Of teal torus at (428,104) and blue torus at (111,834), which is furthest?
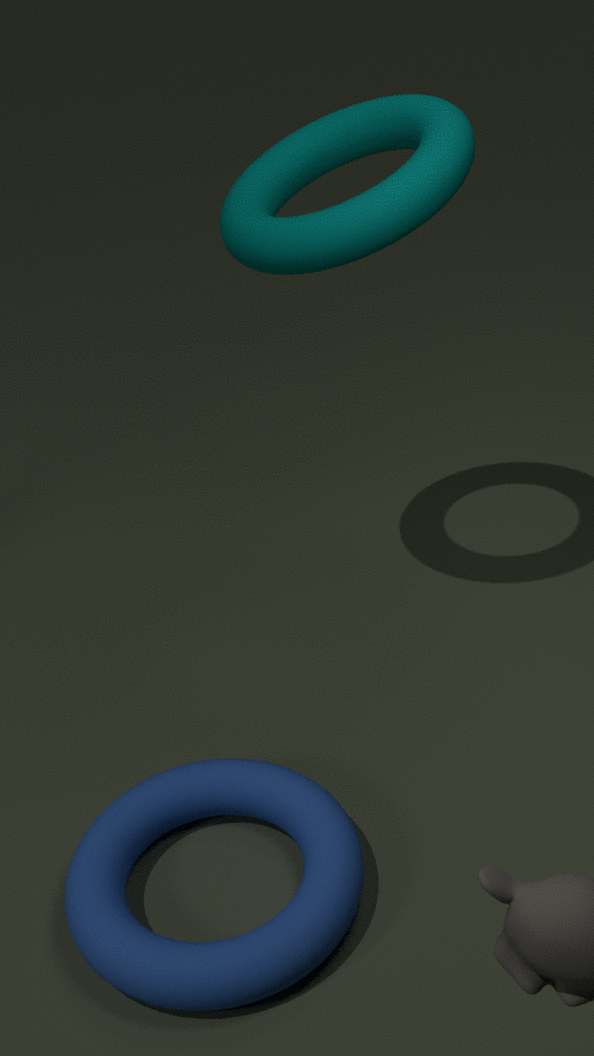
teal torus at (428,104)
